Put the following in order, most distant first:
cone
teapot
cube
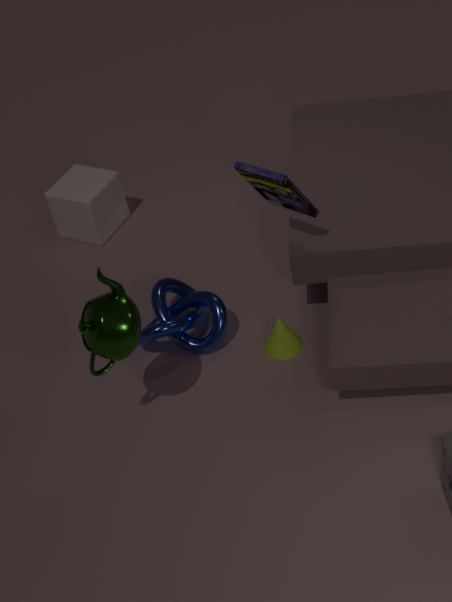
1. cube
2. cone
3. teapot
